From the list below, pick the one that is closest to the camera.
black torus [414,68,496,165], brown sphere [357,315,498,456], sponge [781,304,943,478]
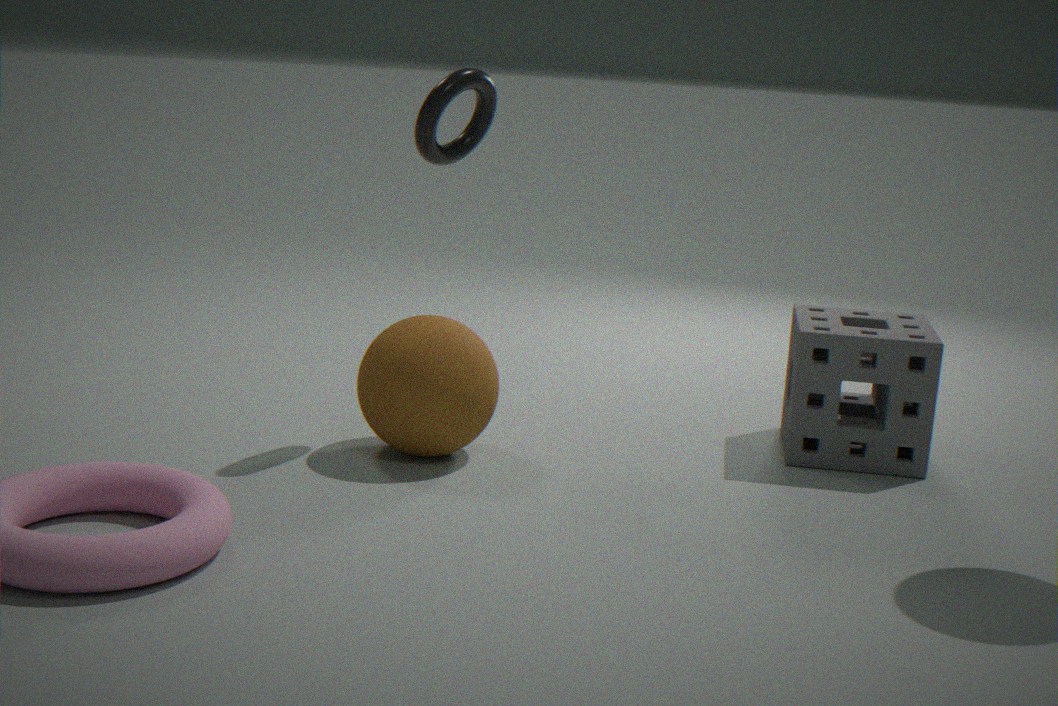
brown sphere [357,315,498,456]
